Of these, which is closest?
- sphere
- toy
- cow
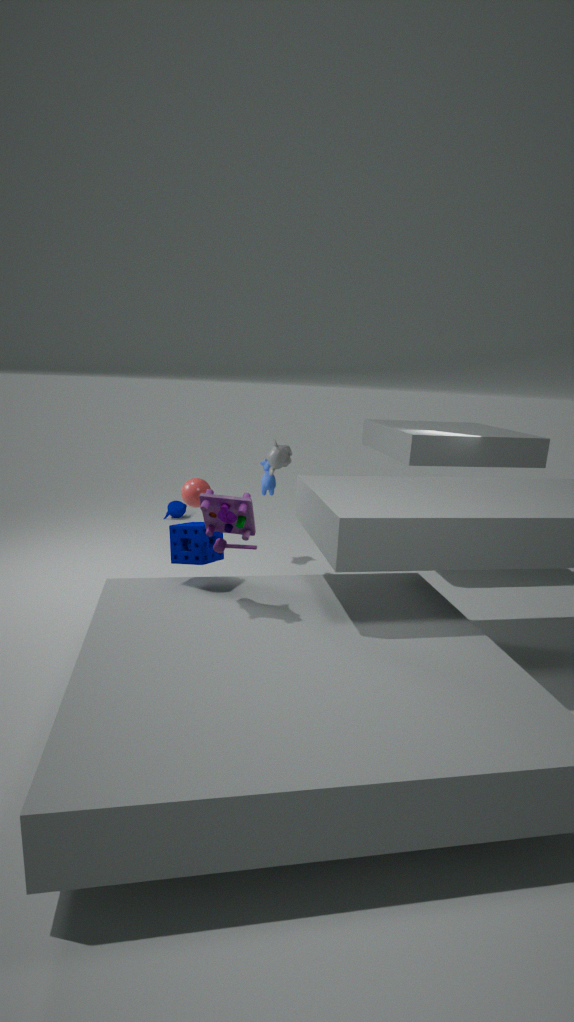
toy
